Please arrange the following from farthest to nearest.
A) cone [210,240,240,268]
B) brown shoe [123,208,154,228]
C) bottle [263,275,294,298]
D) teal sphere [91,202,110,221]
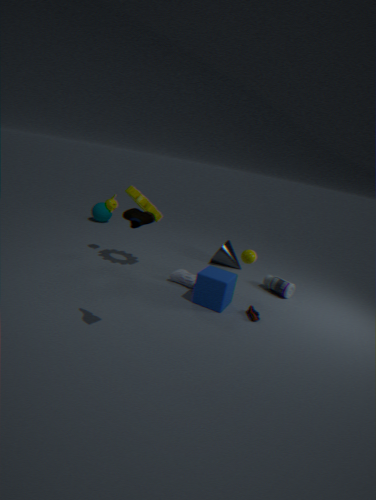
1. teal sphere [91,202,110,221]
2. cone [210,240,240,268]
3. bottle [263,275,294,298]
4. brown shoe [123,208,154,228]
